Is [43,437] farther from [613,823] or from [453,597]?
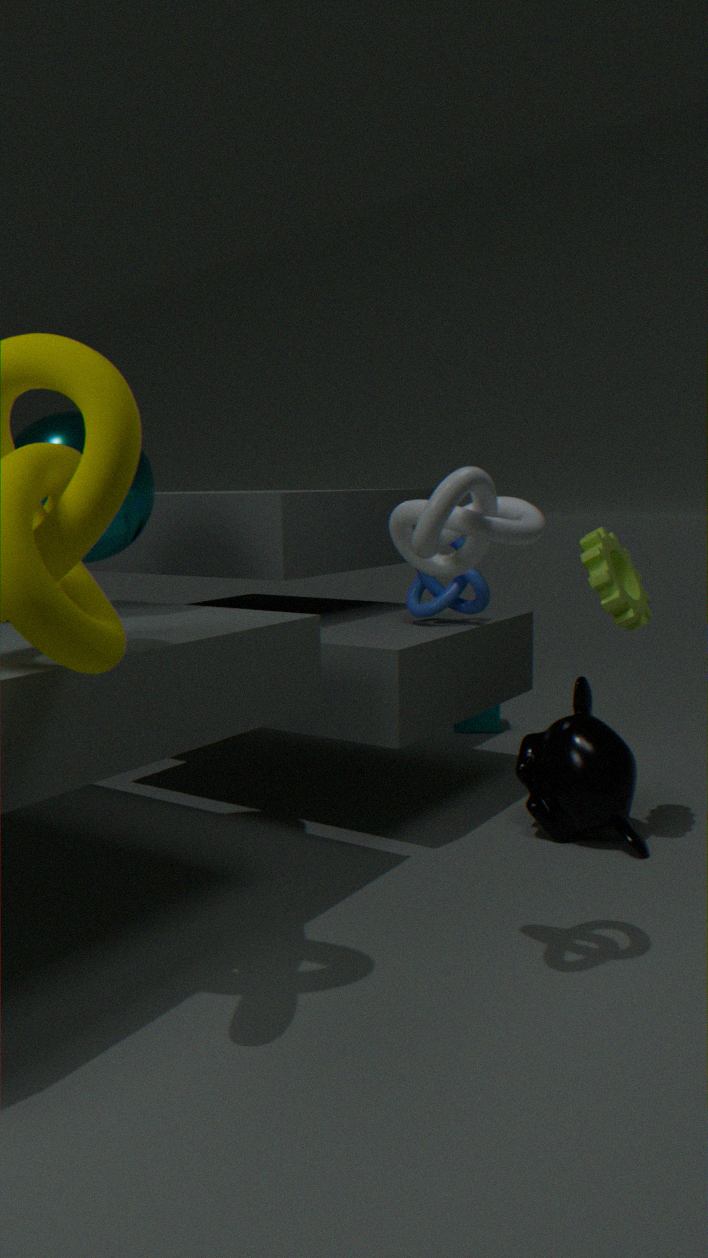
[613,823]
